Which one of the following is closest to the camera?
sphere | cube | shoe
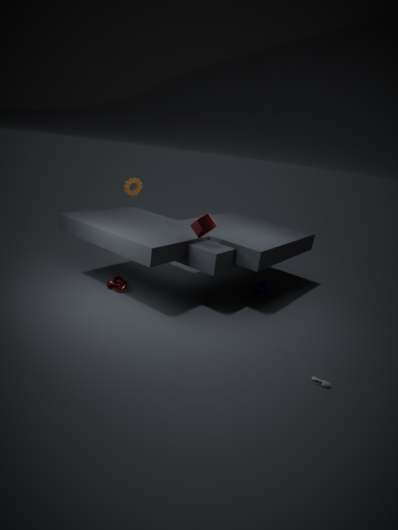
shoe
